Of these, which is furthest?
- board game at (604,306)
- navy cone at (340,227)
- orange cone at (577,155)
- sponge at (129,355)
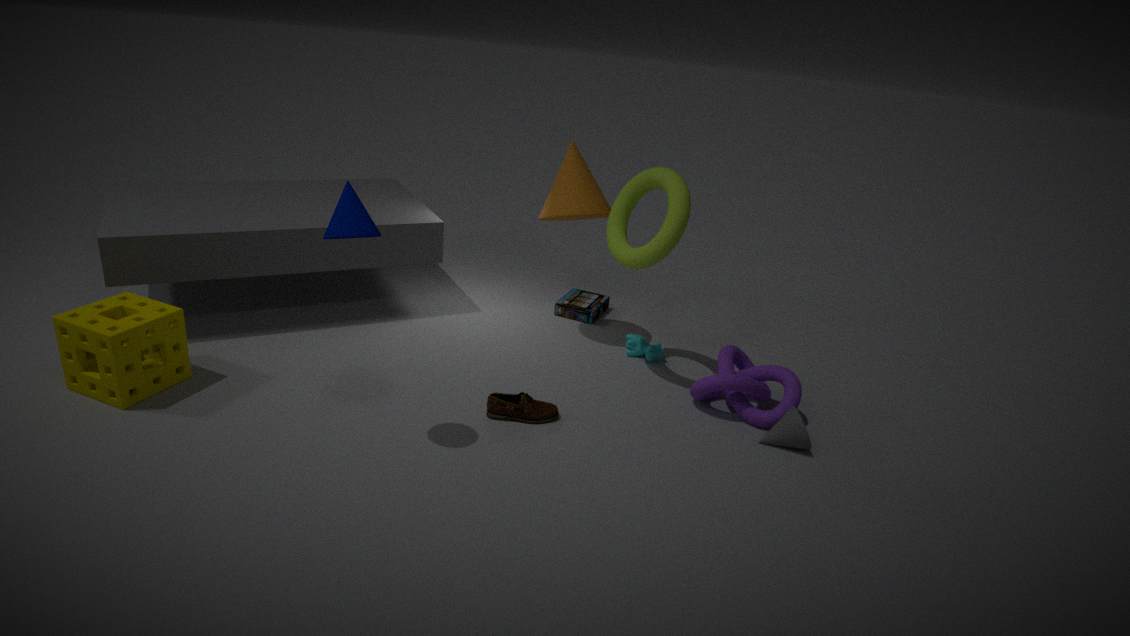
board game at (604,306)
